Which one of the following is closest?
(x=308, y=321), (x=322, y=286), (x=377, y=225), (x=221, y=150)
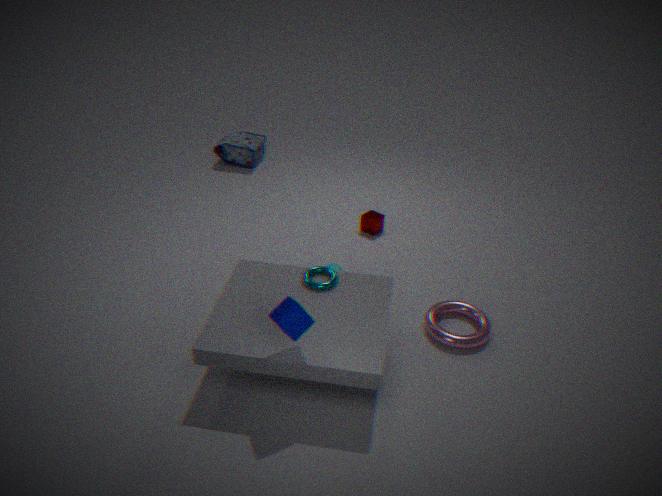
(x=308, y=321)
